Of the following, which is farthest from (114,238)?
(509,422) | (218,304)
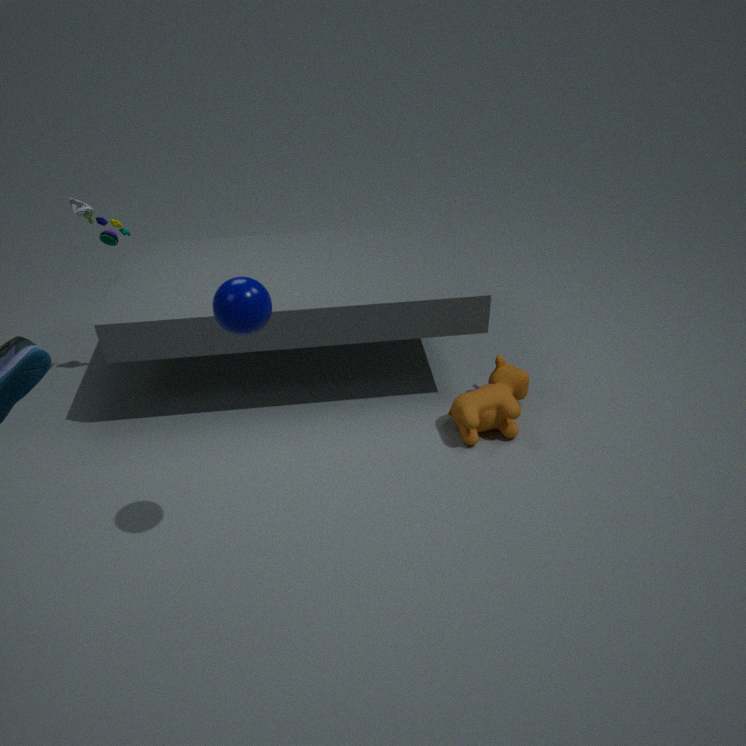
(509,422)
